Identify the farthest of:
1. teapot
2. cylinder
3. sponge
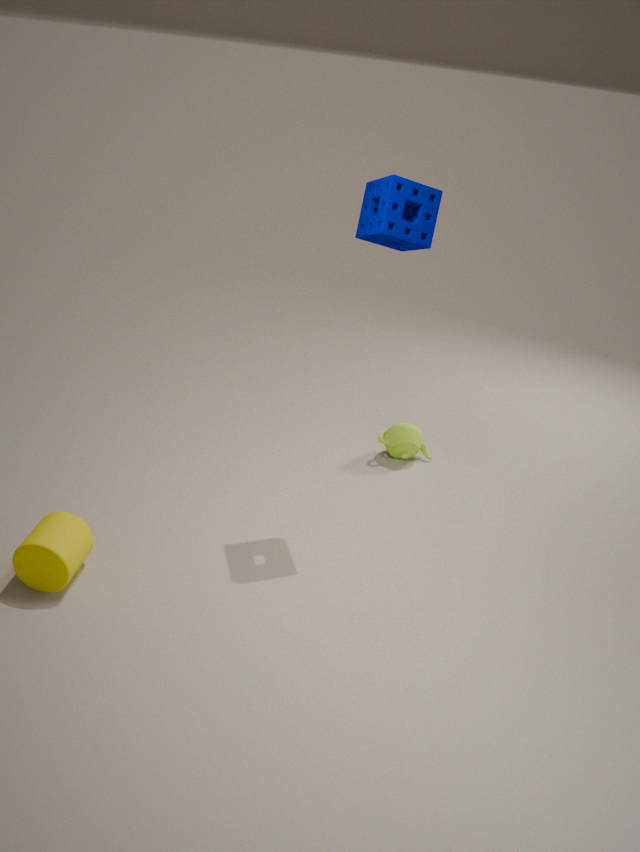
teapot
